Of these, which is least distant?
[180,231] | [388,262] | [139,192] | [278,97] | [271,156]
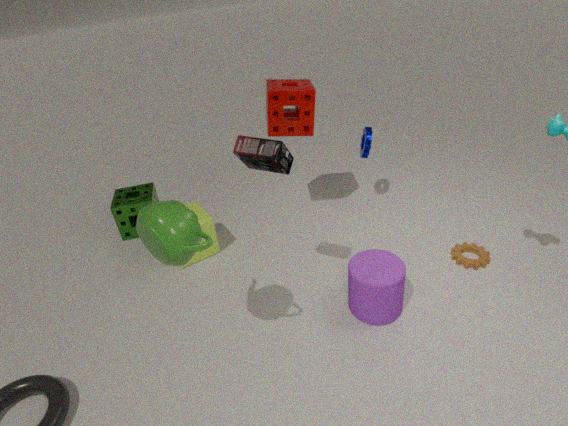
[180,231]
